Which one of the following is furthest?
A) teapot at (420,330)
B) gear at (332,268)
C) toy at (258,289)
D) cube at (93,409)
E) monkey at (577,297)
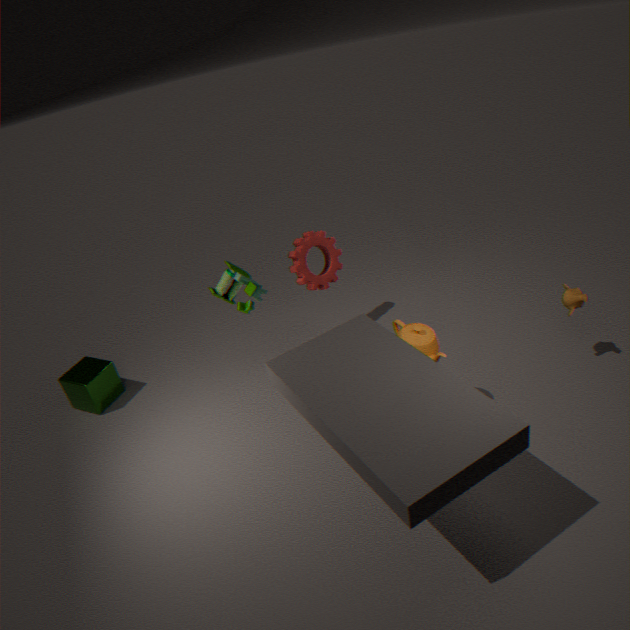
B. gear at (332,268)
